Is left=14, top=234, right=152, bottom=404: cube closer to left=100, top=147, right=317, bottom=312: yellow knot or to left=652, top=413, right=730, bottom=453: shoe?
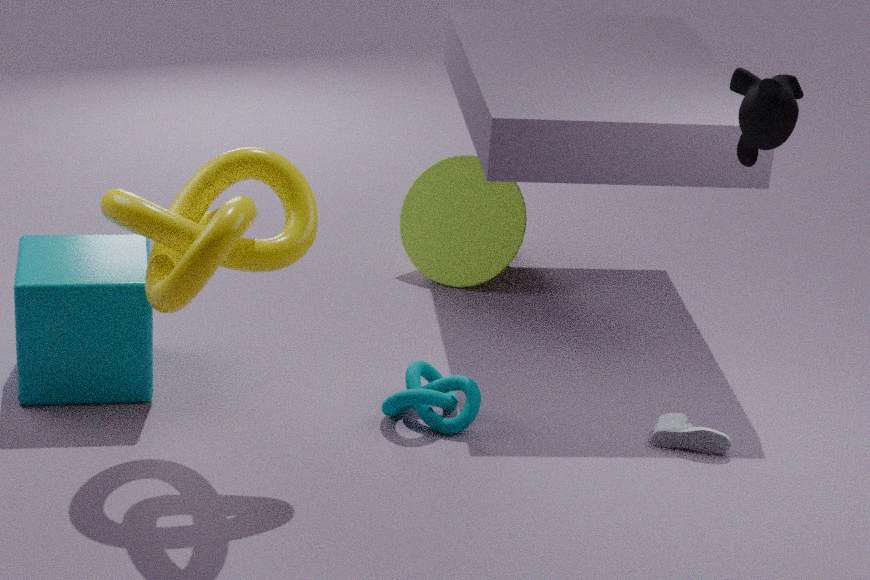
left=100, top=147, right=317, bottom=312: yellow knot
